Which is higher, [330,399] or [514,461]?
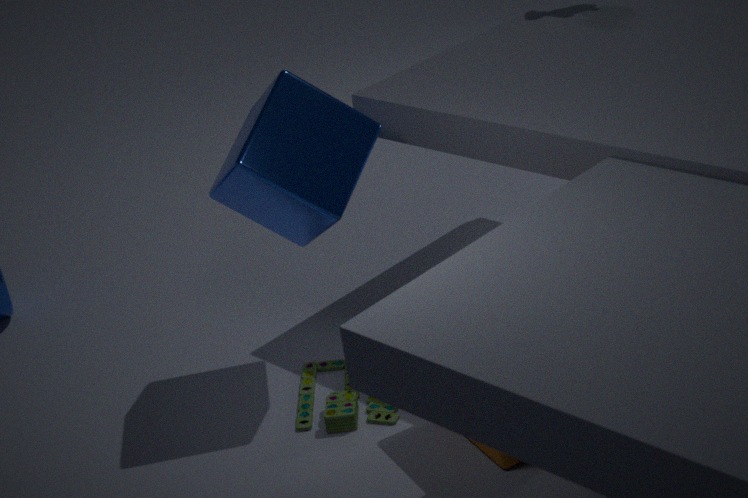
A: [514,461]
